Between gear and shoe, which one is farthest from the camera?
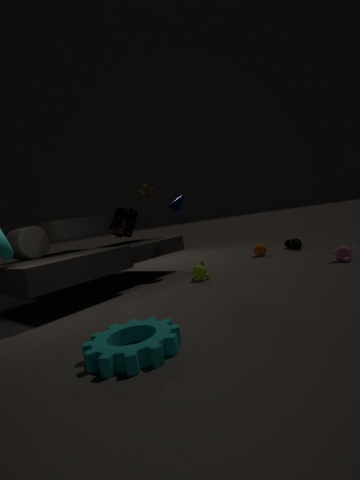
shoe
